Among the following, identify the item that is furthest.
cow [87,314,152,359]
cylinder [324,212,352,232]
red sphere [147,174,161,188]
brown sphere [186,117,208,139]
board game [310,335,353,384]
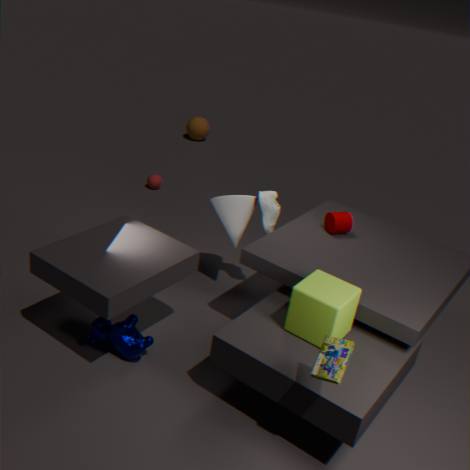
brown sphere [186,117,208,139]
